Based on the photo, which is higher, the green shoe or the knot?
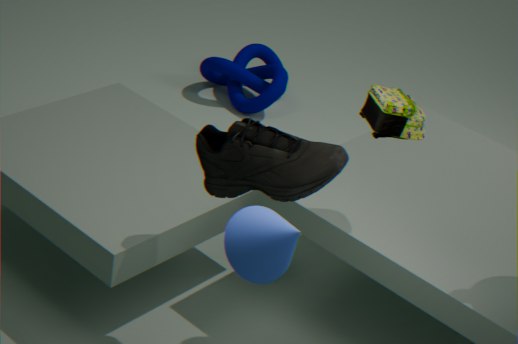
the green shoe
